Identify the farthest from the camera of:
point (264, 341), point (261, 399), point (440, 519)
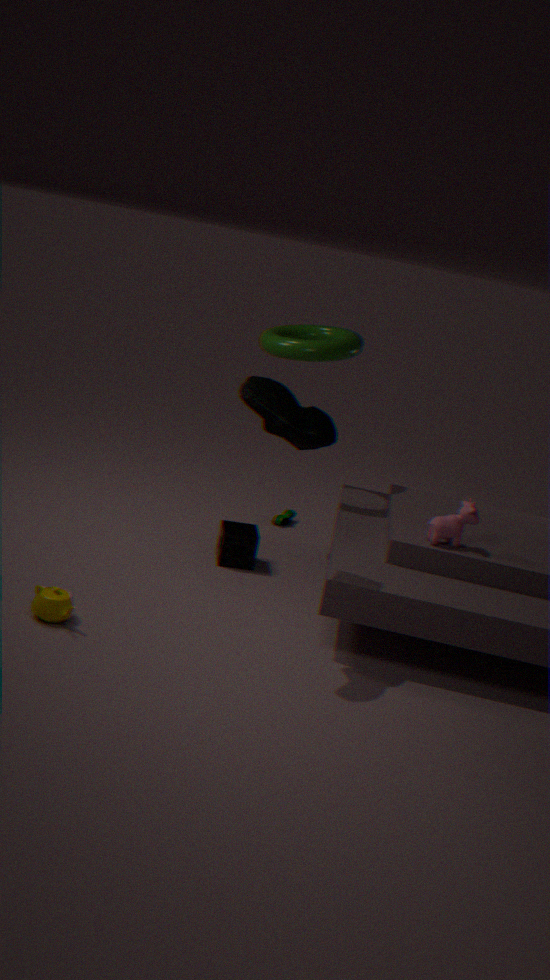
point (264, 341)
